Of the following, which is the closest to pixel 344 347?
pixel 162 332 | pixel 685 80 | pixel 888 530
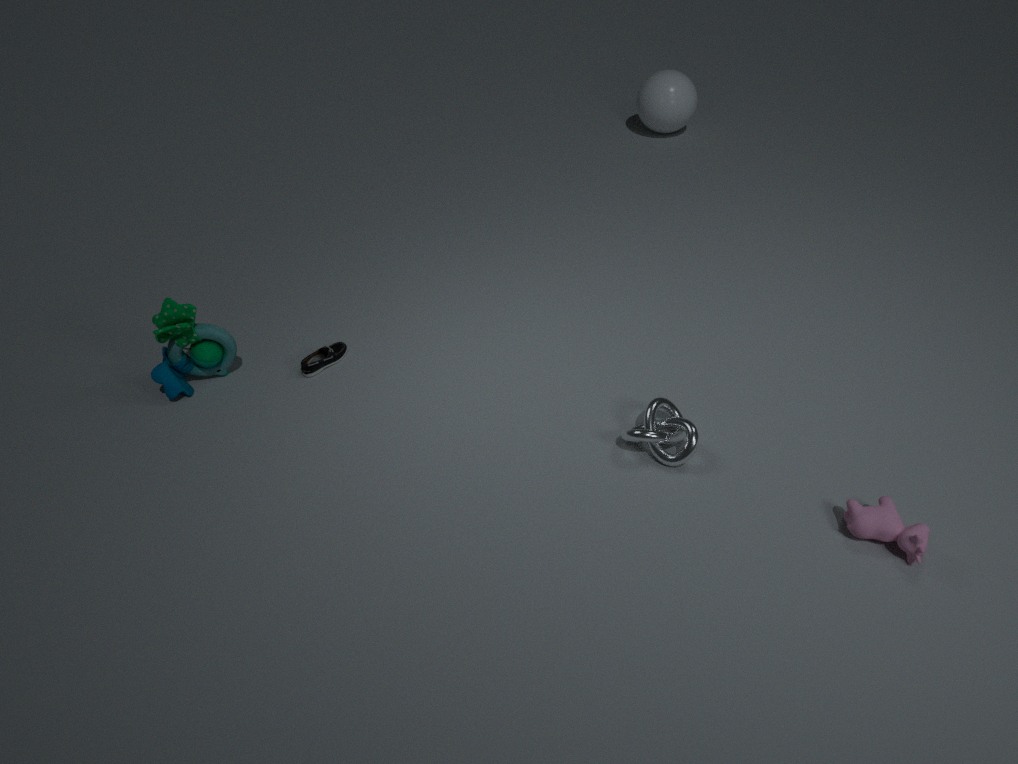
pixel 162 332
